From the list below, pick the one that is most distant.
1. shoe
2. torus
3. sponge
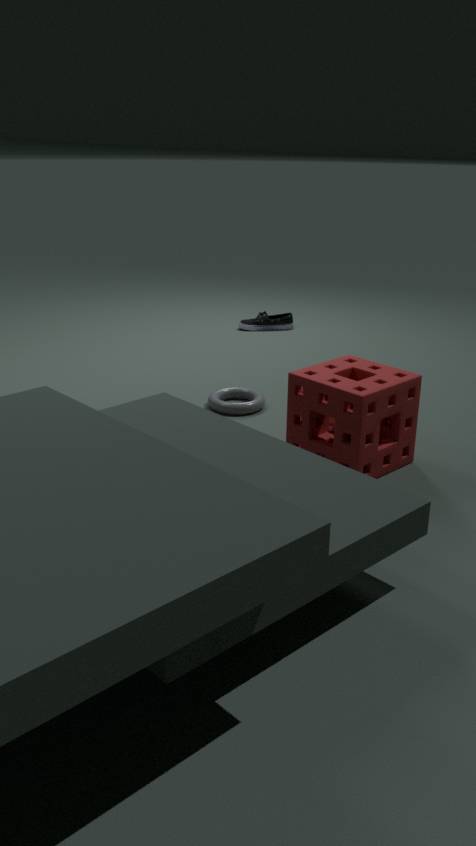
shoe
